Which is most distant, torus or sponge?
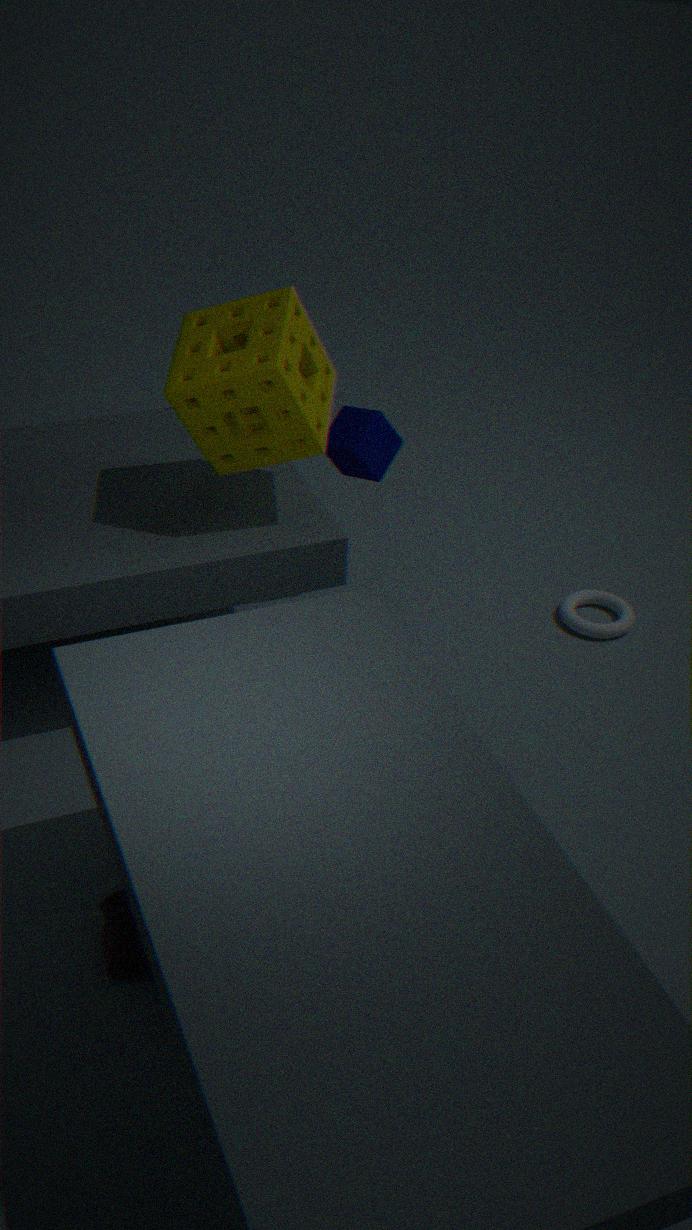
torus
